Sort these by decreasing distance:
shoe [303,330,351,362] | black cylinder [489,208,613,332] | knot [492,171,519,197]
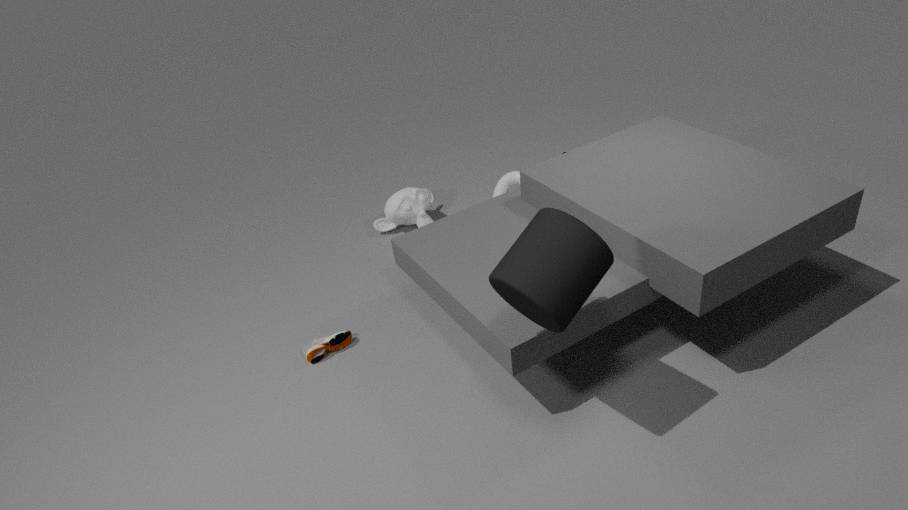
knot [492,171,519,197]
shoe [303,330,351,362]
black cylinder [489,208,613,332]
